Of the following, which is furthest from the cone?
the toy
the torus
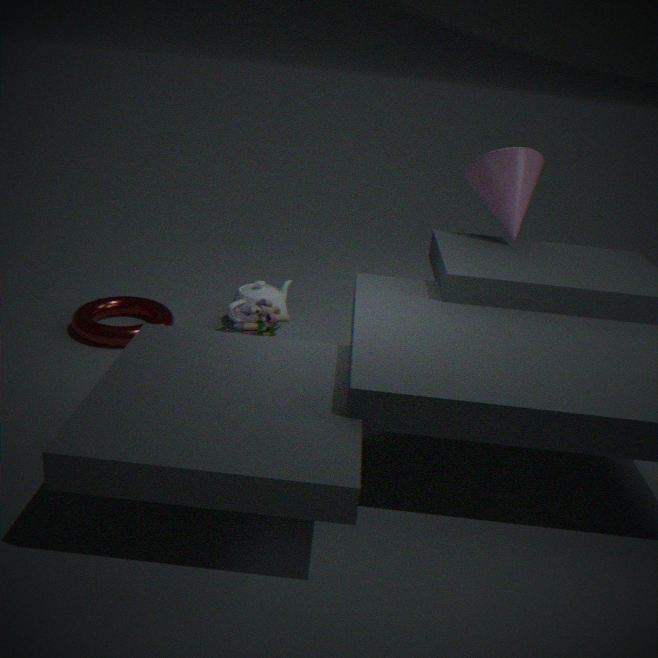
the torus
